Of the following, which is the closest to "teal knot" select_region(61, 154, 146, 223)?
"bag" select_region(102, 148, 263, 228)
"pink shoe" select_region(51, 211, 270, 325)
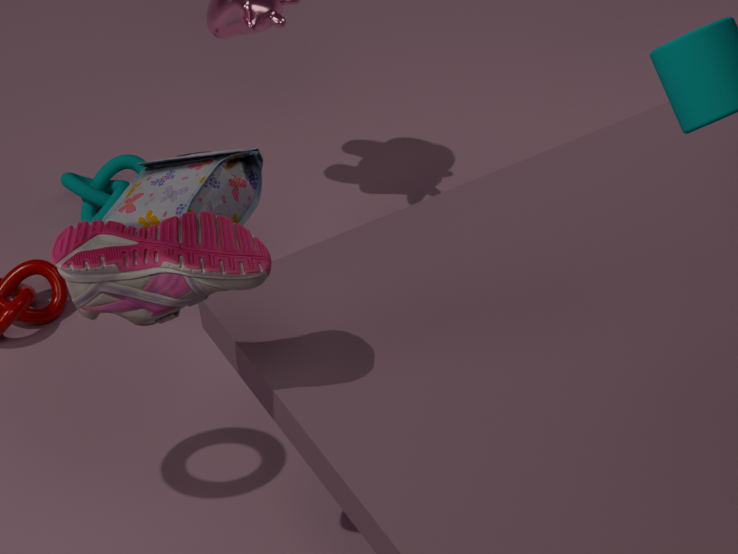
"bag" select_region(102, 148, 263, 228)
